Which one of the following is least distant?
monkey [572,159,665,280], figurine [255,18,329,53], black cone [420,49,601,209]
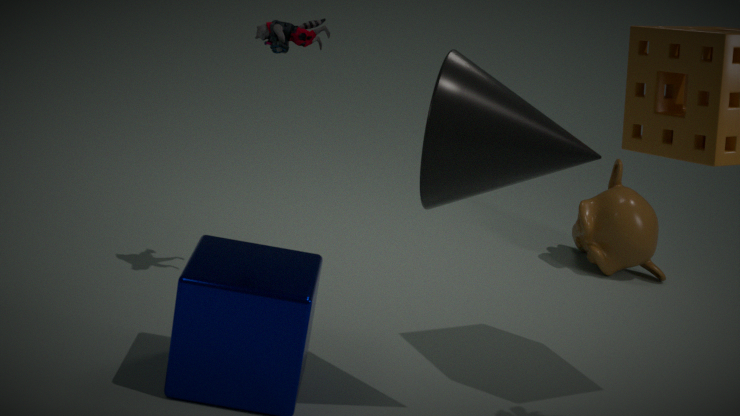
black cone [420,49,601,209]
